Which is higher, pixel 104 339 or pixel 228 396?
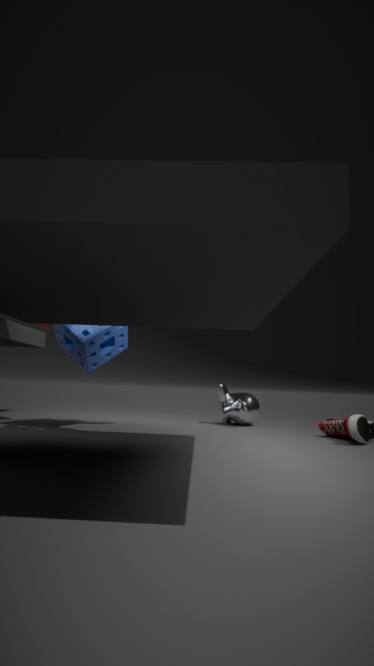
pixel 104 339
